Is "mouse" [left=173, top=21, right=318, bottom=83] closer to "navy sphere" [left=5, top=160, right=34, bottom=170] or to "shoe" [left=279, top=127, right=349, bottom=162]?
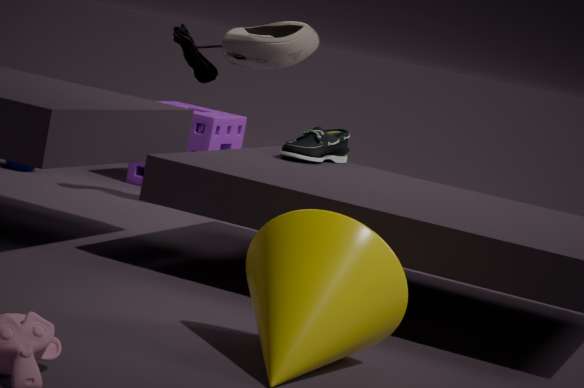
"shoe" [left=279, top=127, right=349, bottom=162]
